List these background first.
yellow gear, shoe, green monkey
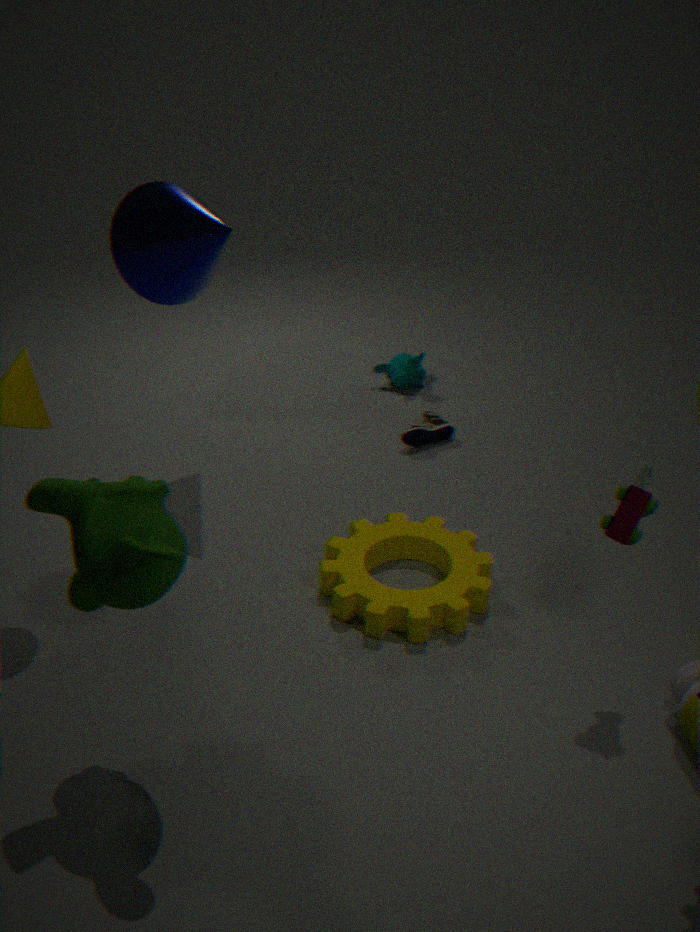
shoe, yellow gear, green monkey
